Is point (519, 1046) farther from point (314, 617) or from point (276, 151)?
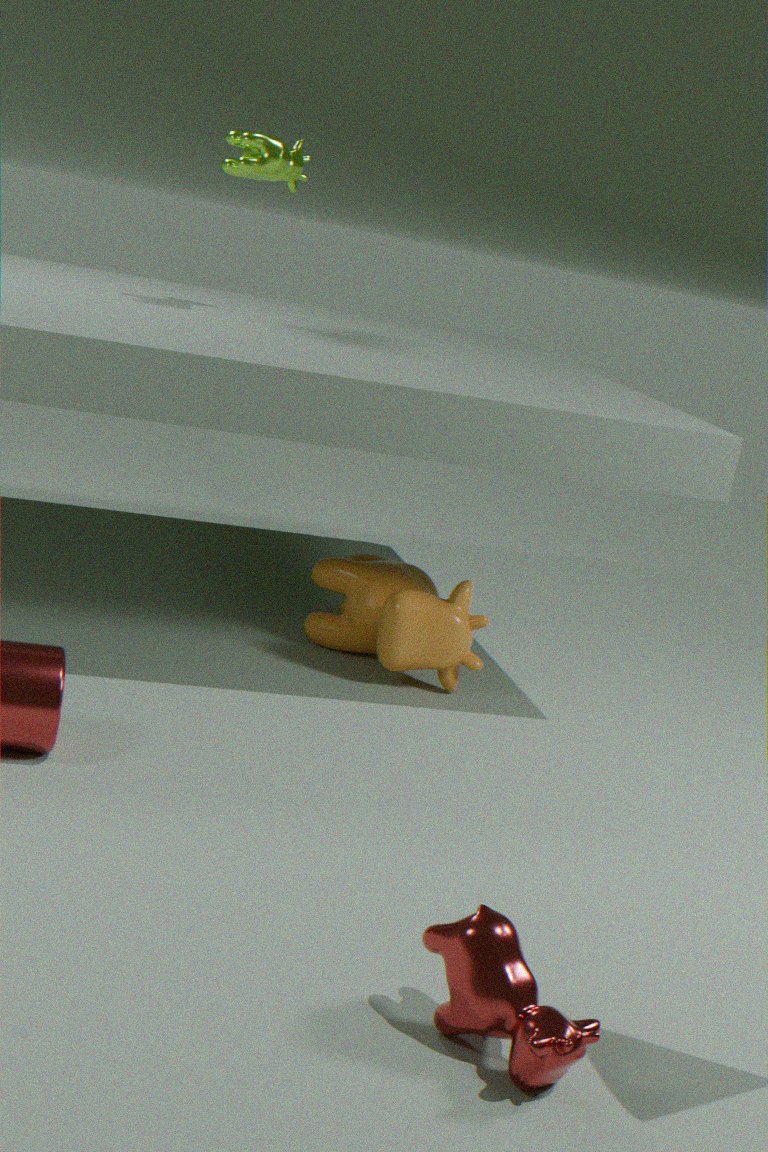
point (276, 151)
